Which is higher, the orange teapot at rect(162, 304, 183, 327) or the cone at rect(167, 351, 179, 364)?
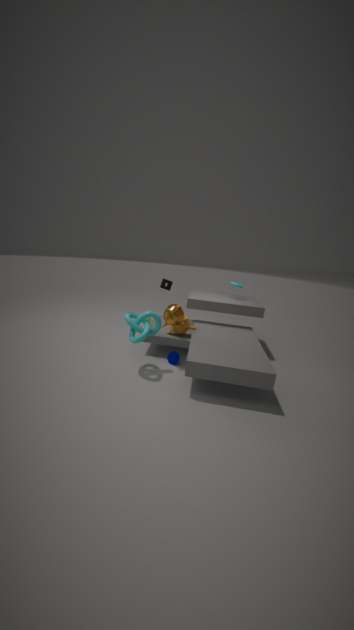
the orange teapot at rect(162, 304, 183, 327)
